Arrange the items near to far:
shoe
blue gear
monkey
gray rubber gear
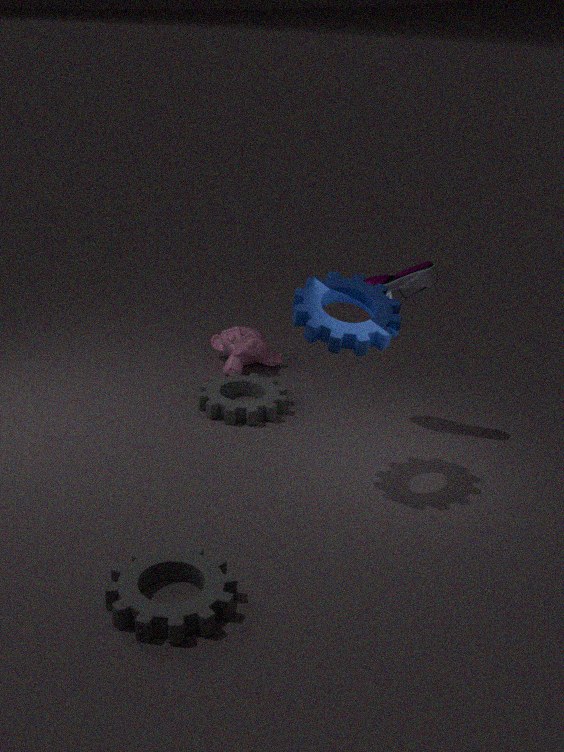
gray rubber gear < blue gear < shoe < monkey
